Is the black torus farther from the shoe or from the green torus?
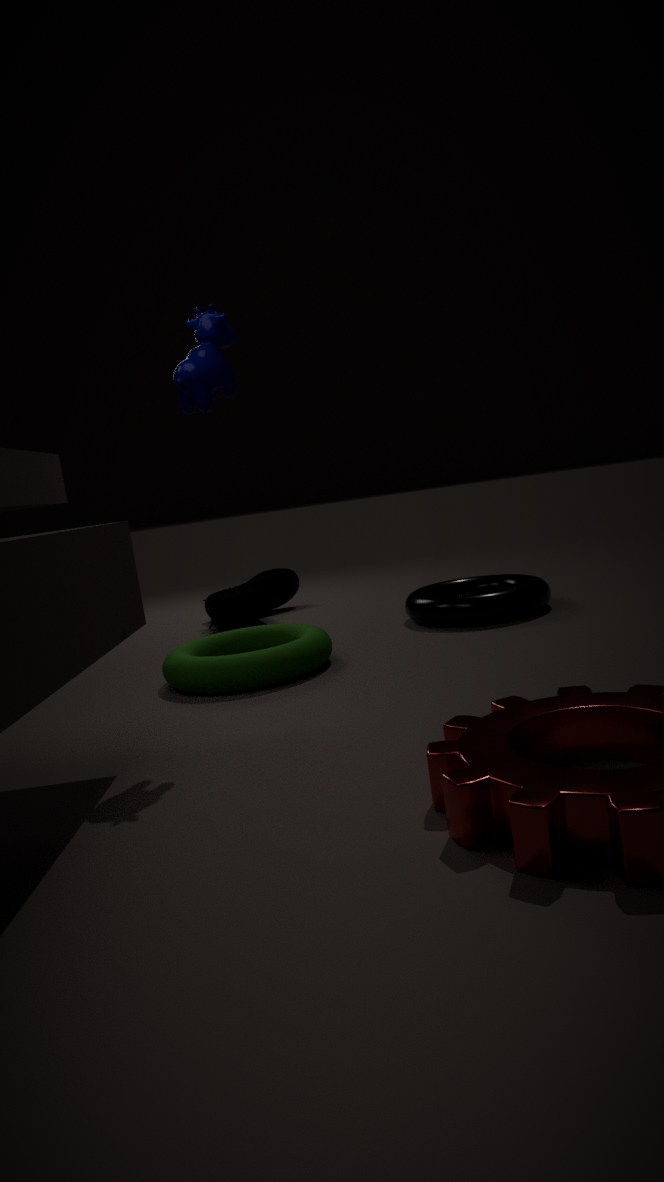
the shoe
